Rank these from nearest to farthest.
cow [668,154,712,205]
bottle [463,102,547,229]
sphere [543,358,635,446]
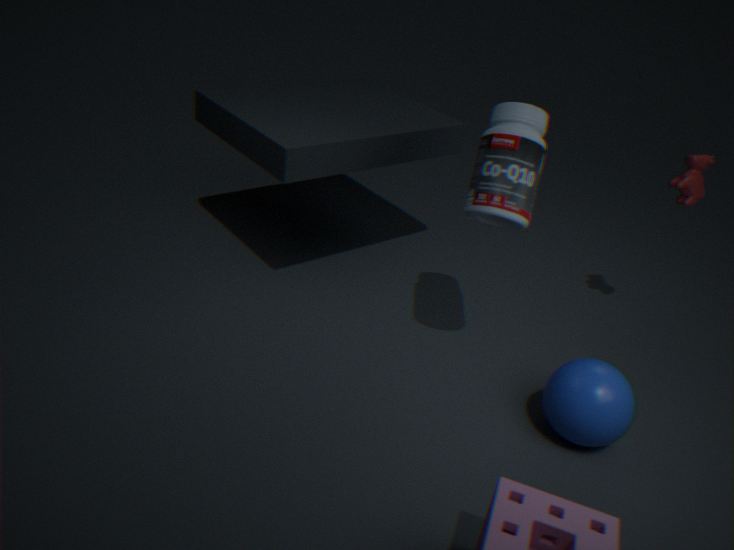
sphere [543,358,635,446] → bottle [463,102,547,229] → cow [668,154,712,205]
